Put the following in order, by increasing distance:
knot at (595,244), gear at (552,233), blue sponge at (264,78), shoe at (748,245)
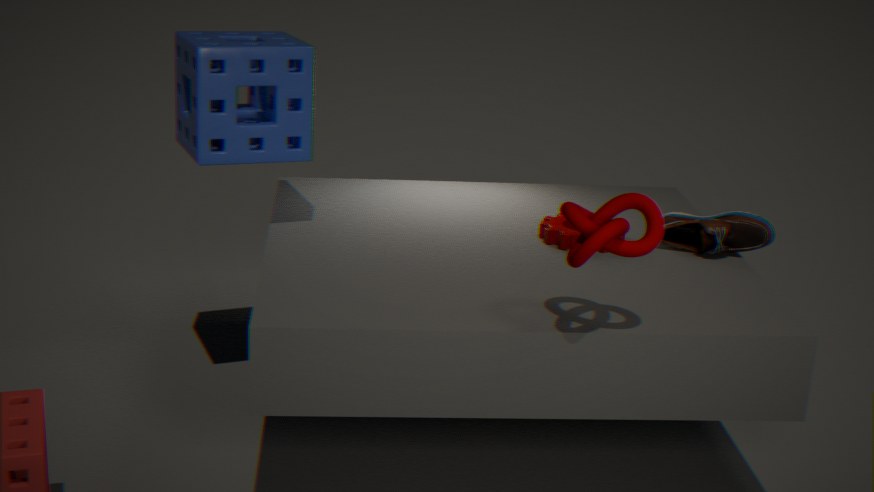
knot at (595,244)
blue sponge at (264,78)
shoe at (748,245)
gear at (552,233)
